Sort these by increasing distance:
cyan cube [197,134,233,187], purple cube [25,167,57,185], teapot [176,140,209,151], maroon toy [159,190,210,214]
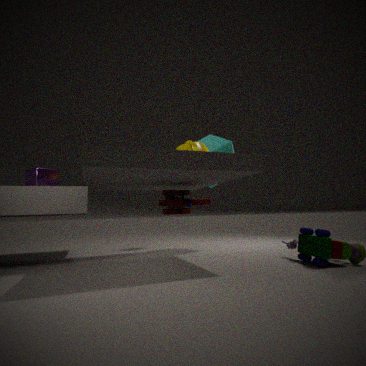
1. maroon toy [159,190,210,214]
2. teapot [176,140,209,151]
3. purple cube [25,167,57,185]
4. cyan cube [197,134,233,187]
